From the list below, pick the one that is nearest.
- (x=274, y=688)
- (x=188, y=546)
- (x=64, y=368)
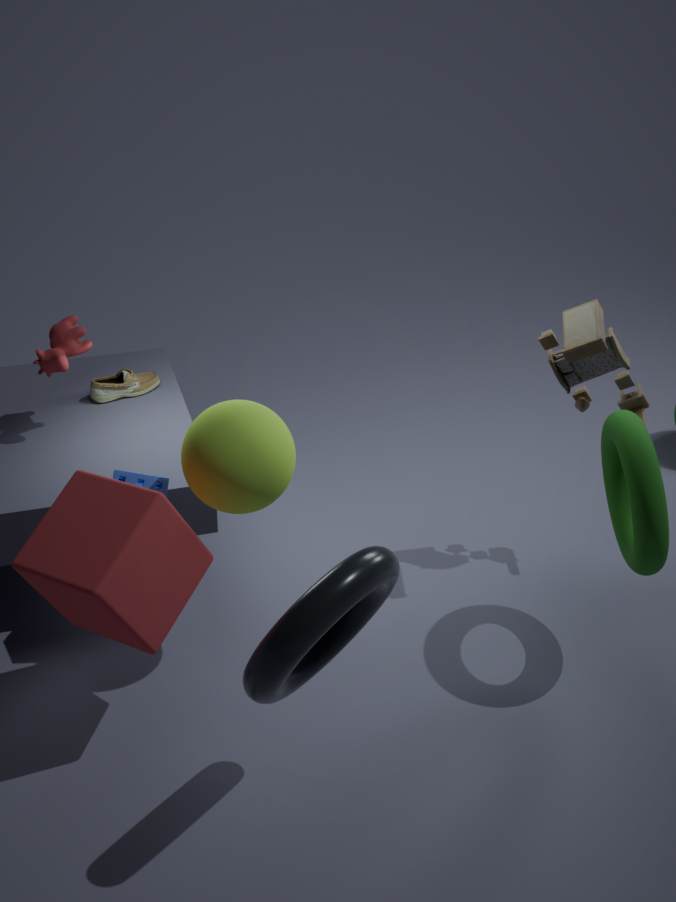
(x=274, y=688)
